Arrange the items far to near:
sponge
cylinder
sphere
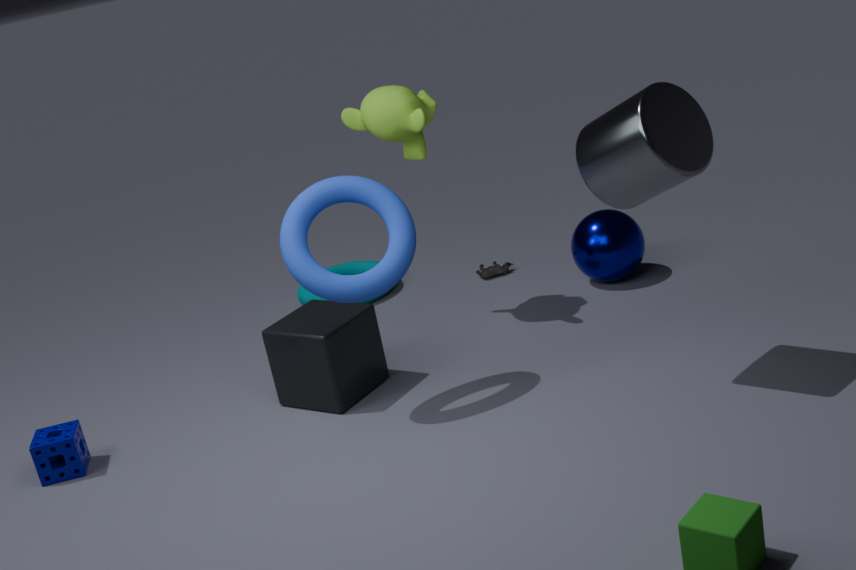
sphere, sponge, cylinder
